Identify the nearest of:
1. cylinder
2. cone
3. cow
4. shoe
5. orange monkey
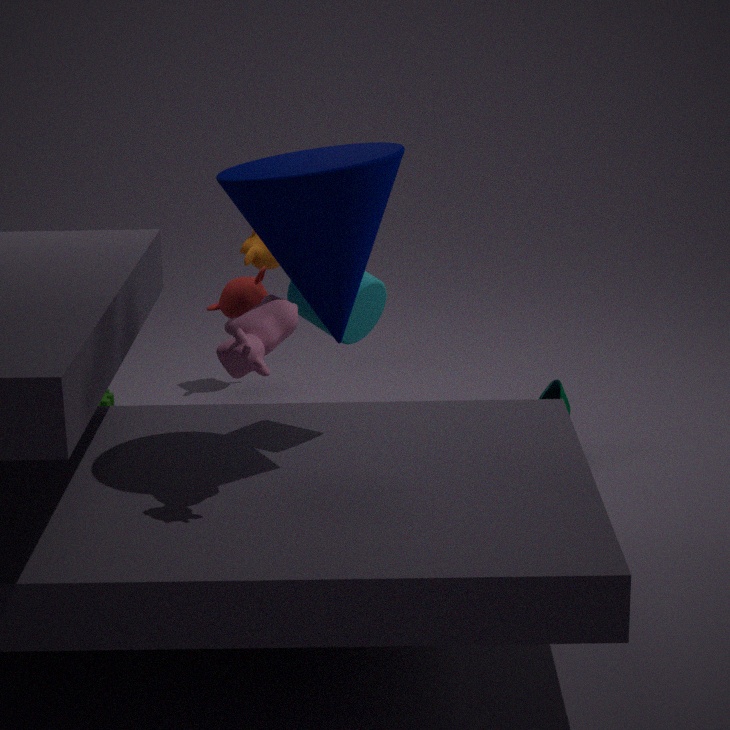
cow
